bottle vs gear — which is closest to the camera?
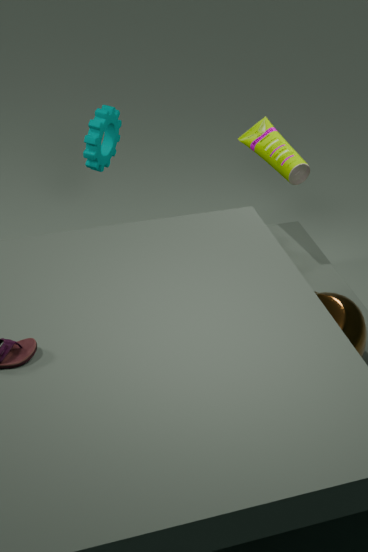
bottle
